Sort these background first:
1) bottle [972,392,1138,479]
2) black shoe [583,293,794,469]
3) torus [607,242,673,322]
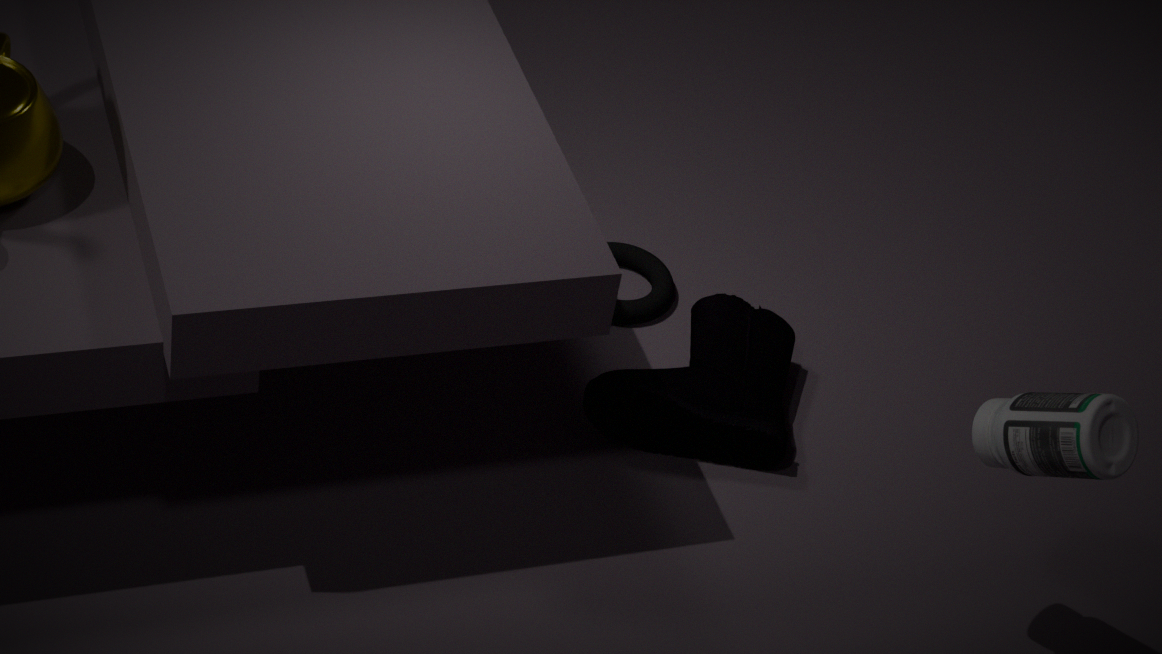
1. 3. torus [607,242,673,322]
2. 2. black shoe [583,293,794,469]
3. 1. bottle [972,392,1138,479]
